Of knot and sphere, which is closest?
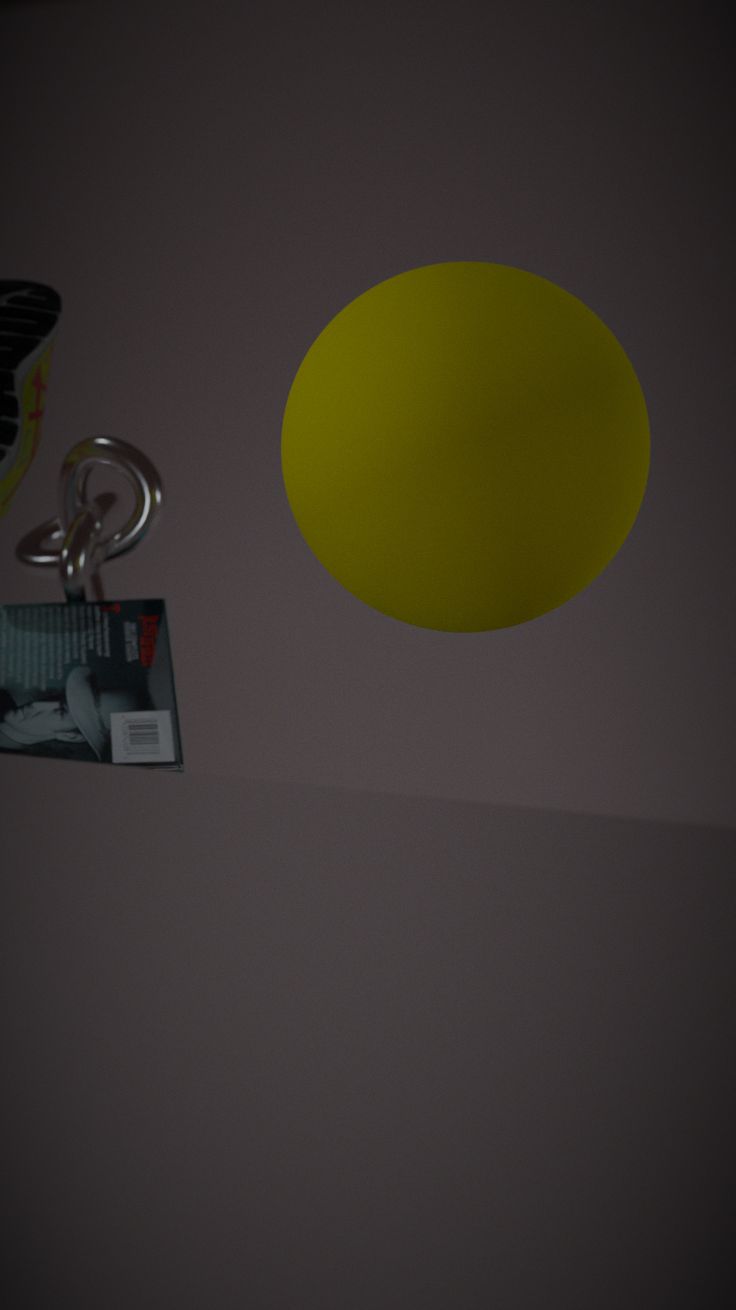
sphere
